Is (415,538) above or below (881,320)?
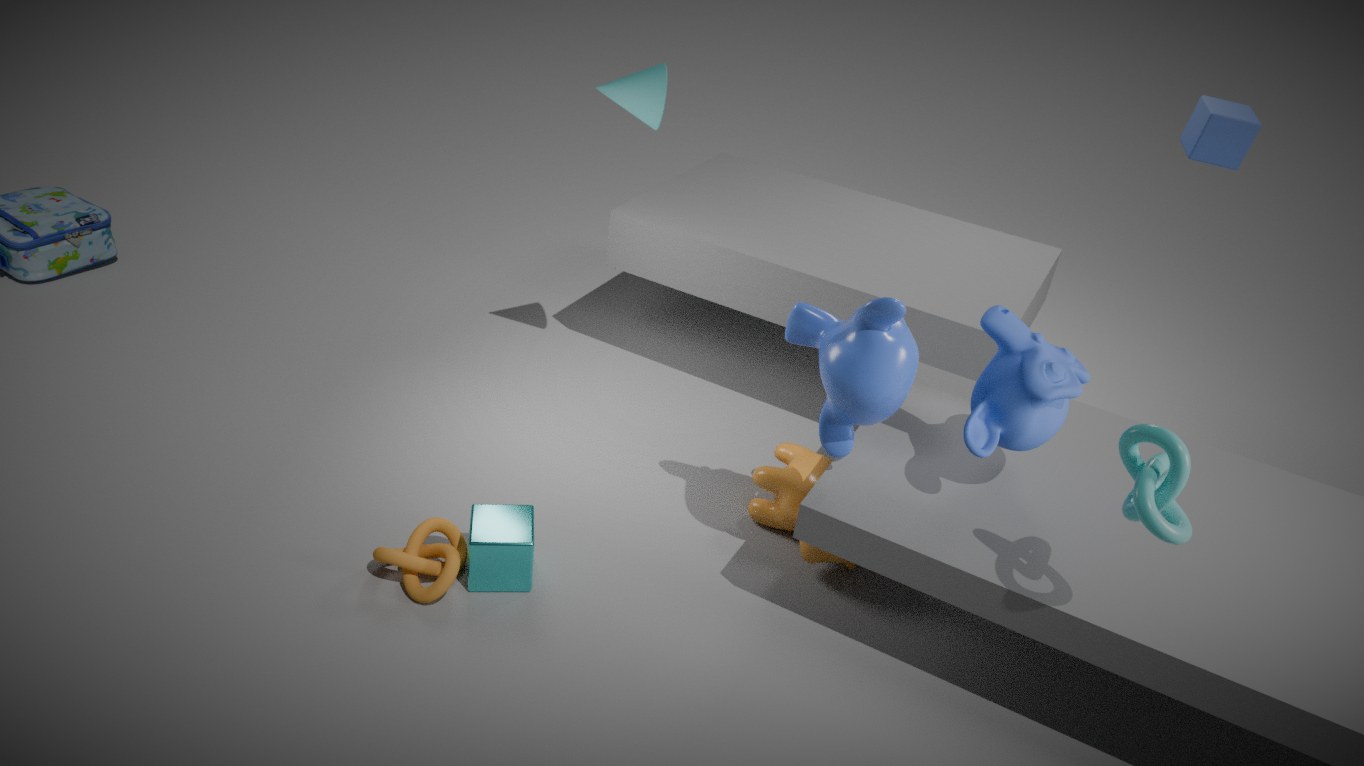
below
